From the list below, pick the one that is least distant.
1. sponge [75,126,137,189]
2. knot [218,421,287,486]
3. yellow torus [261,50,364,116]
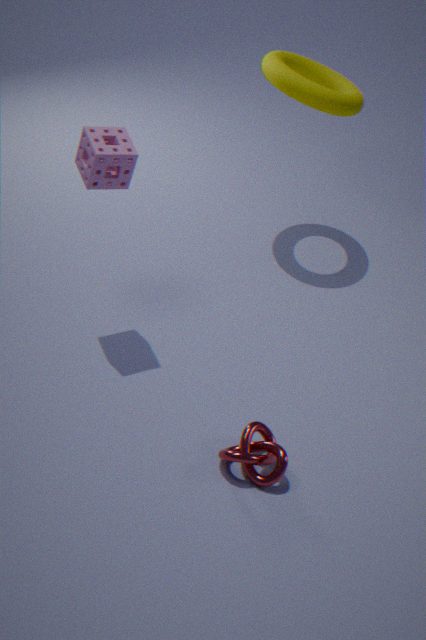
knot [218,421,287,486]
